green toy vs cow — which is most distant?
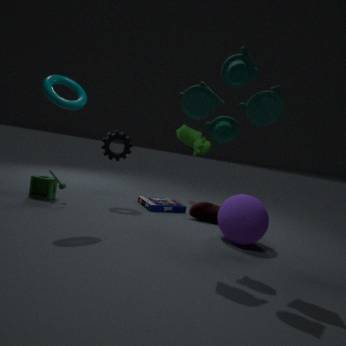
cow
